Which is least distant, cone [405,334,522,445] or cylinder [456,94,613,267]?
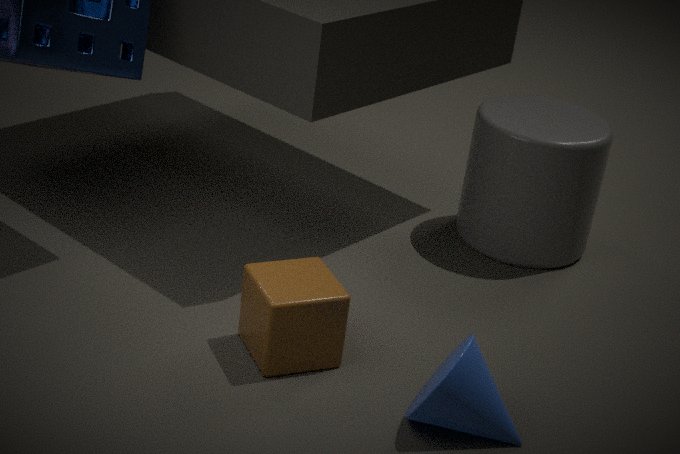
cone [405,334,522,445]
